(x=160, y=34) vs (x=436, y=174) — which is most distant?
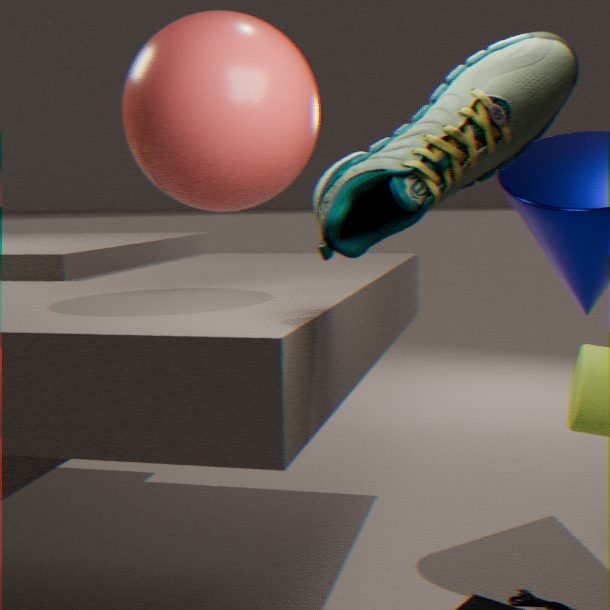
(x=160, y=34)
